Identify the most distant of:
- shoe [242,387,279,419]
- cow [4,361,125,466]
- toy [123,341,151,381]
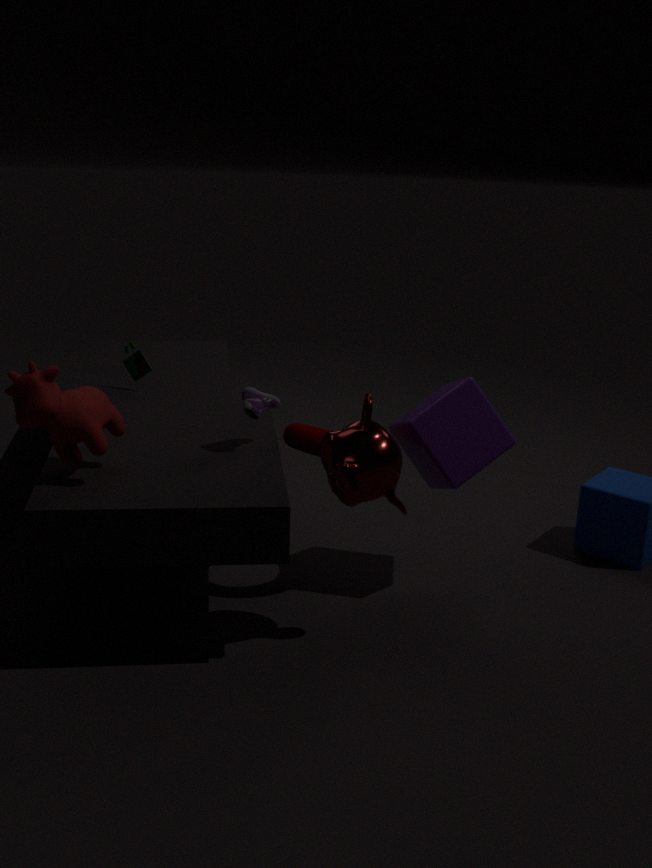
toy [123,341,151,381]
